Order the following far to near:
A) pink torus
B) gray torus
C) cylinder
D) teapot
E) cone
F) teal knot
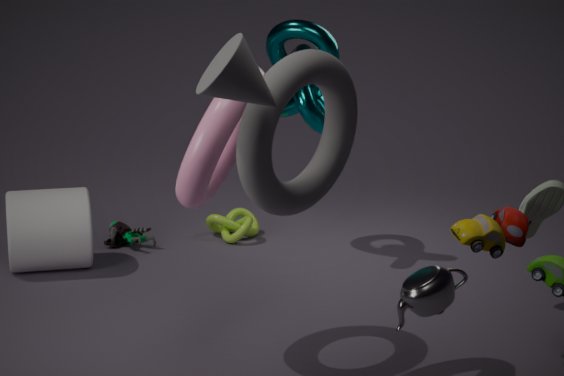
teal knot → cylinder → pink torus → gray torus → teapot → cone
